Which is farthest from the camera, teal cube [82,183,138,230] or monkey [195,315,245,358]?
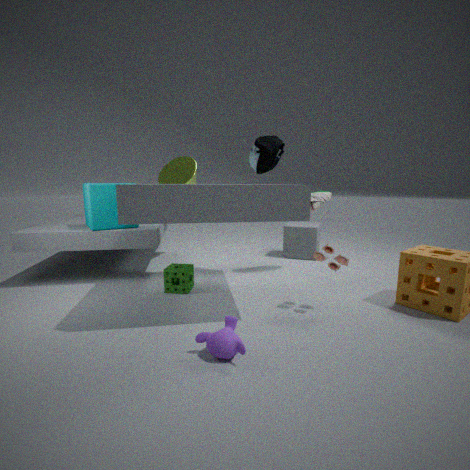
teal cube [82,183,138,230]
